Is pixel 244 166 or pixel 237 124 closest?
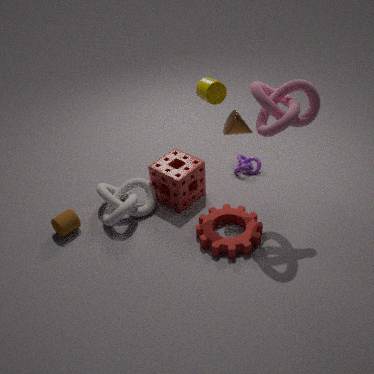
pixel 237 124
